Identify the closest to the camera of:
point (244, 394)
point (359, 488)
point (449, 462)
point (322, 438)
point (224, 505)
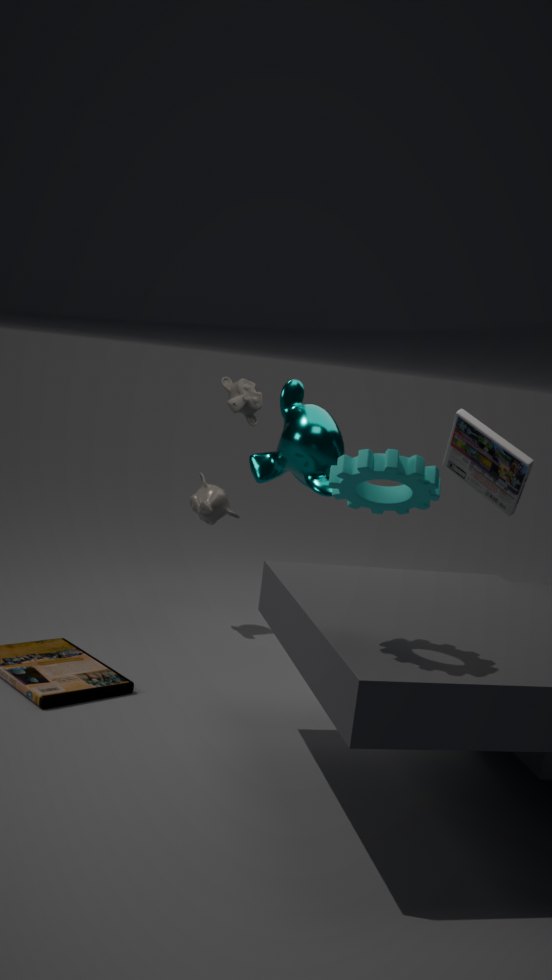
point (359, 488)
